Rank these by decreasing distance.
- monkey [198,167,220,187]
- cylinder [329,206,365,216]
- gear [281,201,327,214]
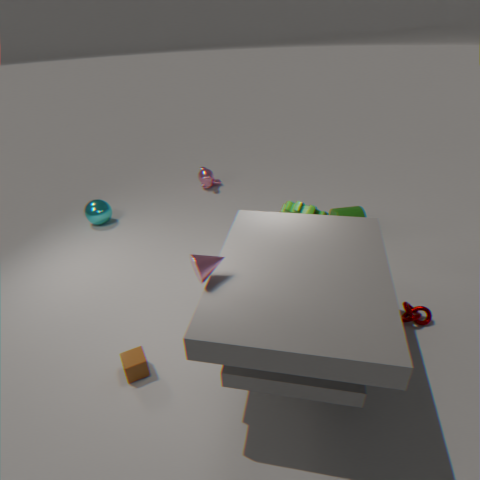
monkey [198,167,220,187] < cylinder [329,206,365,216] < gear [281,201,327,214]
